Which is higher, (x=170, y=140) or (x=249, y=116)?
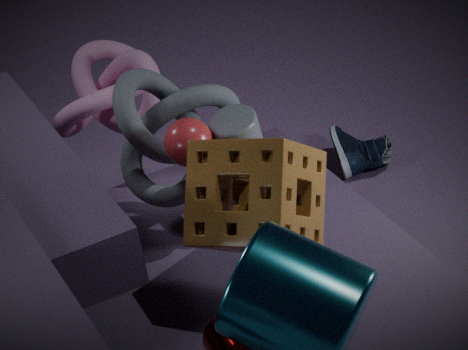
(x=170, y=140)
